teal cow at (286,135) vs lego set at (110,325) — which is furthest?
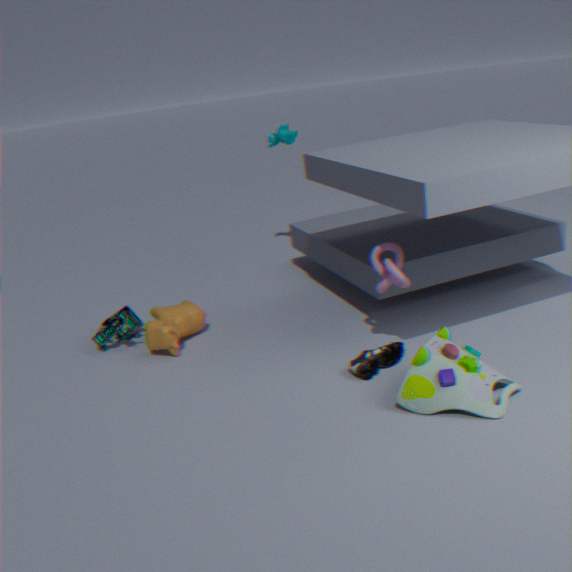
teal cow at (286,135)
